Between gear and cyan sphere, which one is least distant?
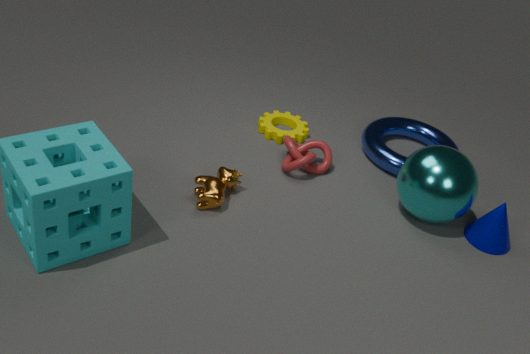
cyan sphere
